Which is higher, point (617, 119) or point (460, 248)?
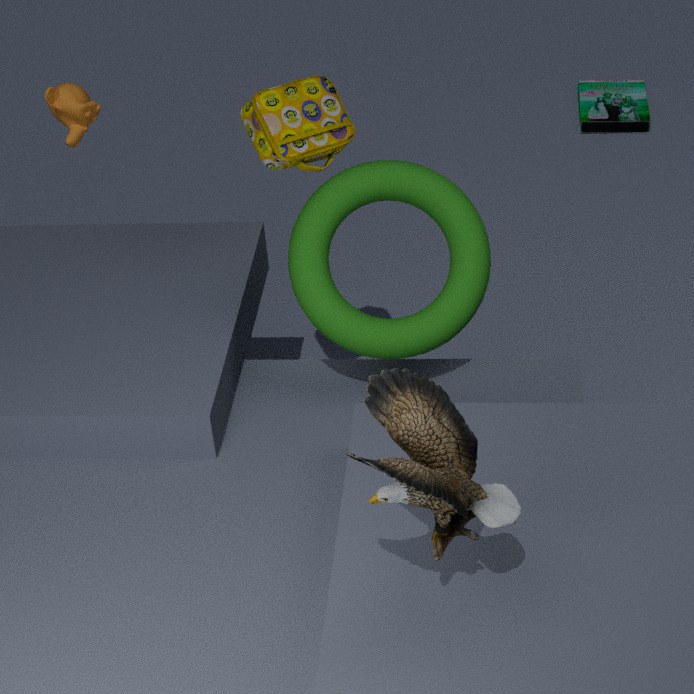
point (460, 248)
